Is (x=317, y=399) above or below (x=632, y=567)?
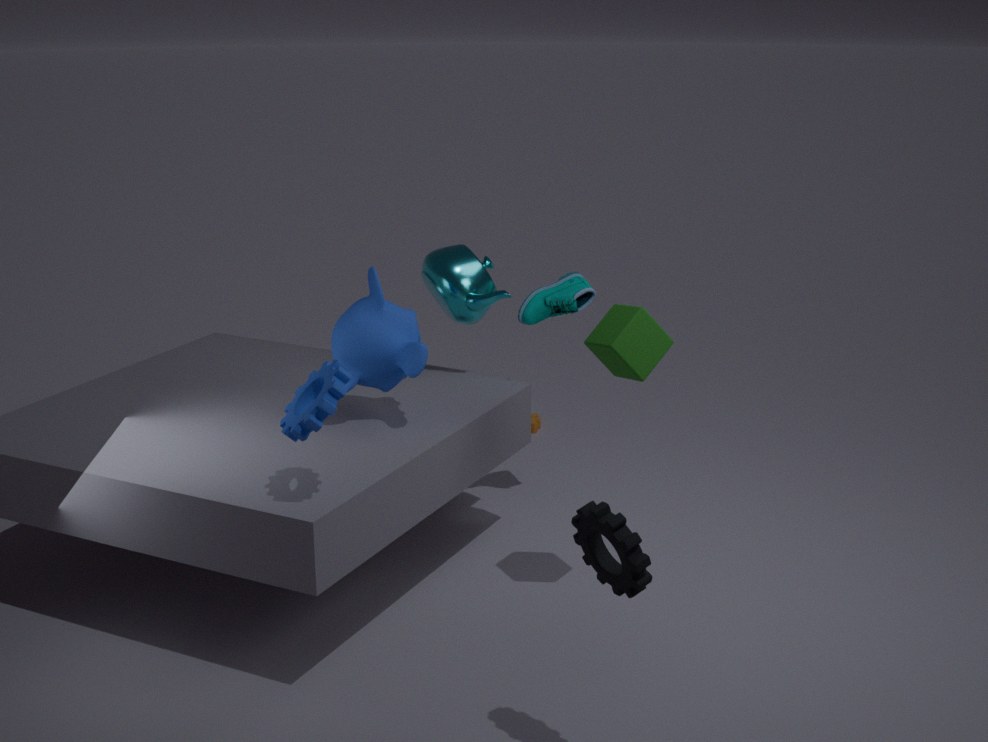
above
